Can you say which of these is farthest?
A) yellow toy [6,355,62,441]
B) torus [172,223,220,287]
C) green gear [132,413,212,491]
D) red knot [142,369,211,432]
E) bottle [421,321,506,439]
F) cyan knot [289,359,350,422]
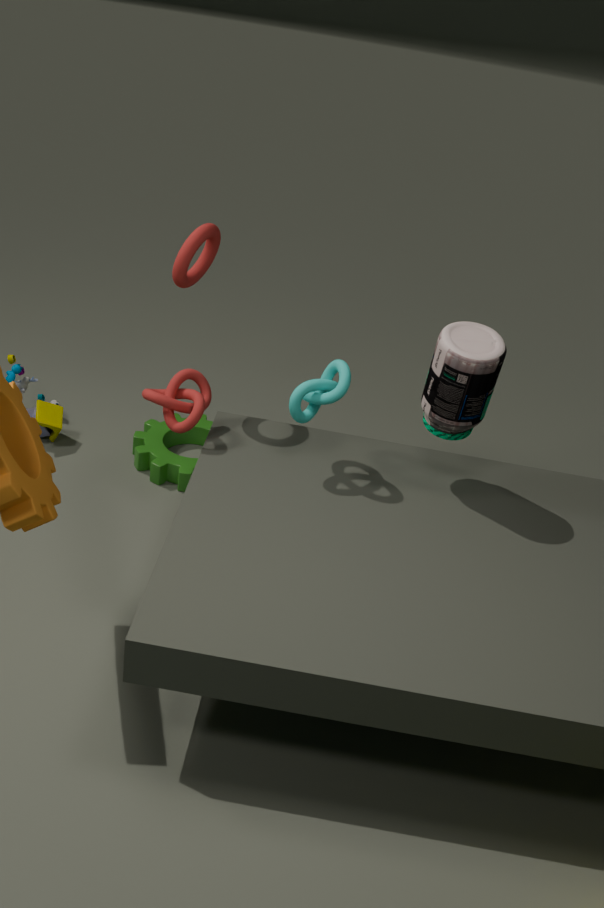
A. yellow toy [6,355,62,441]
